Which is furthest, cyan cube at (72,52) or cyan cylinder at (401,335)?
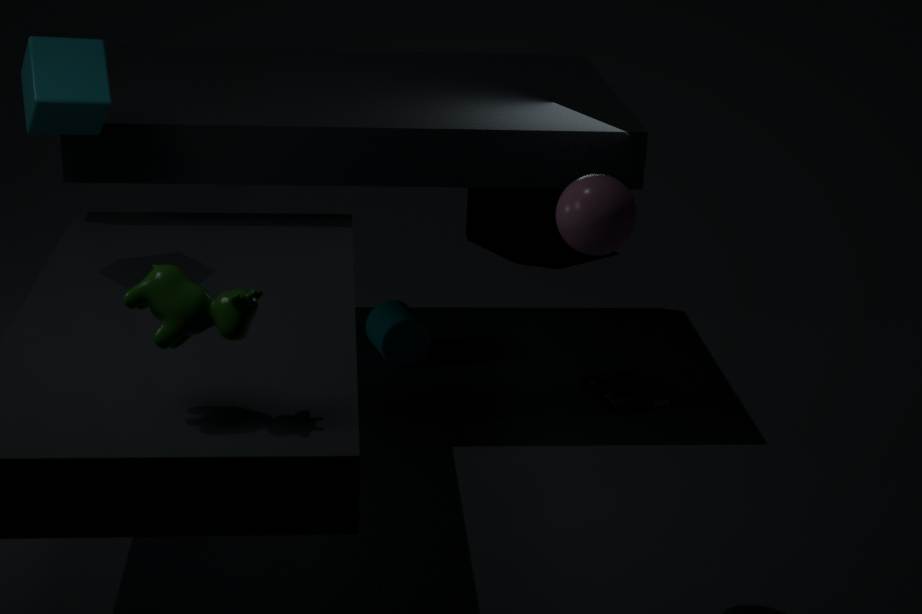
cyan cylinder at (401,335)
